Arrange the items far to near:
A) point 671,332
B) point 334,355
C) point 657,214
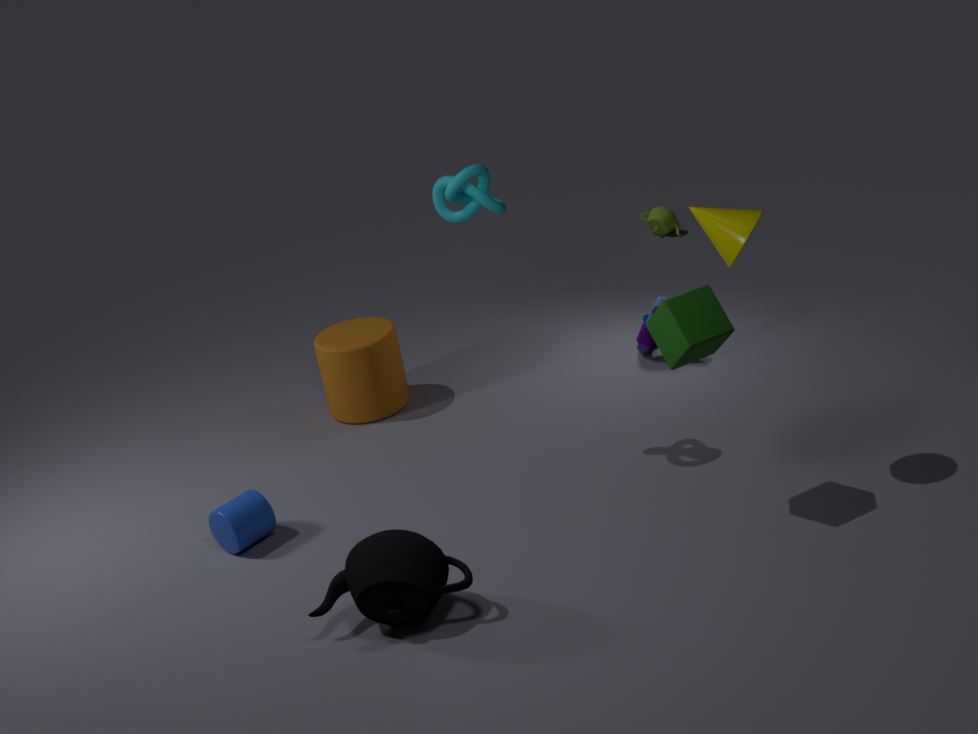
point 657,214
point 334,355
point 671,332
